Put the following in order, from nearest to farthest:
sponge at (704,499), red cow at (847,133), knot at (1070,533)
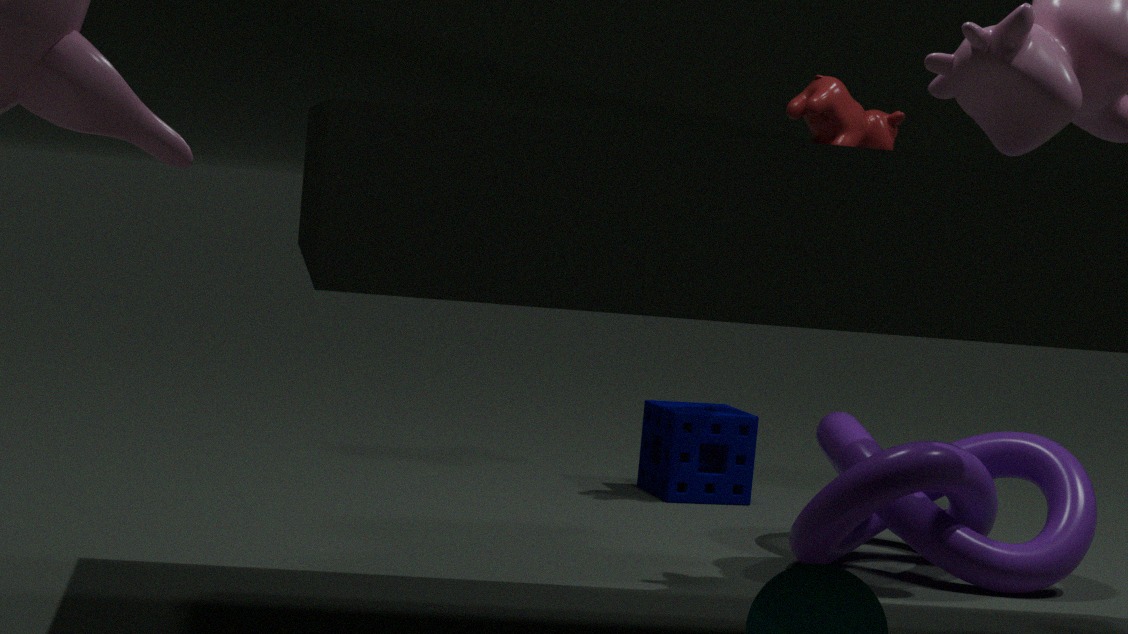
knot at (1070,533), red cow at (847,133), sponge at (704,499)
